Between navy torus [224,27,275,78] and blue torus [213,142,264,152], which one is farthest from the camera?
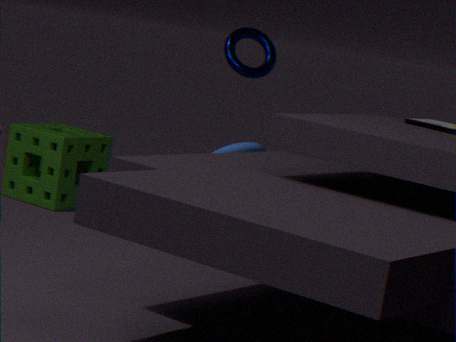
navy torus [224,27,275,78]
